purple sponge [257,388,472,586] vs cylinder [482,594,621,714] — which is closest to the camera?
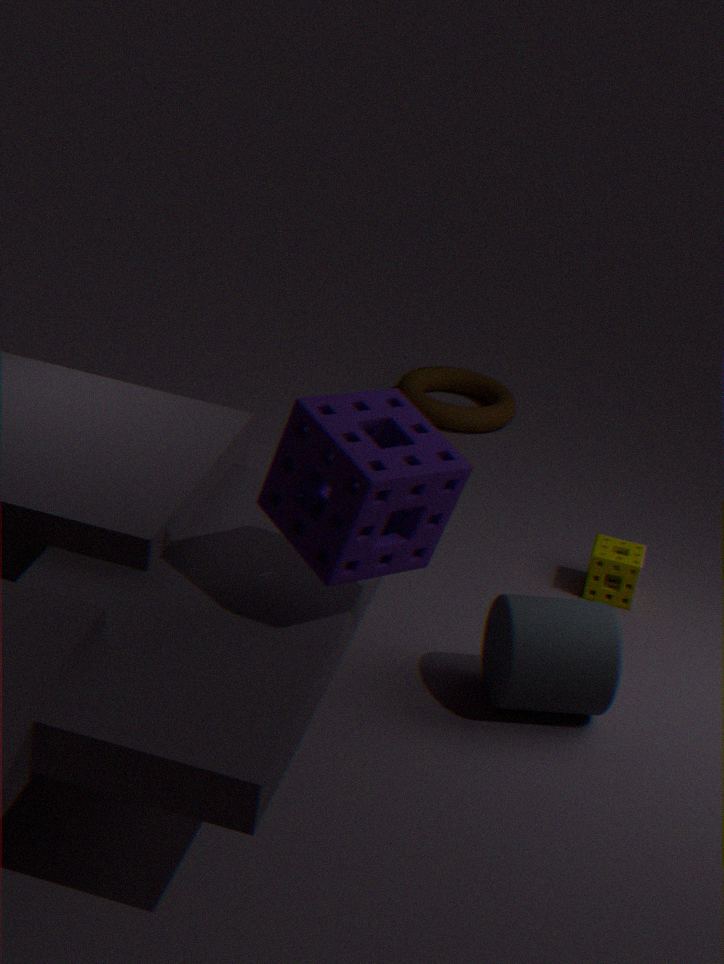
purple sponge [257,388,472,586]
